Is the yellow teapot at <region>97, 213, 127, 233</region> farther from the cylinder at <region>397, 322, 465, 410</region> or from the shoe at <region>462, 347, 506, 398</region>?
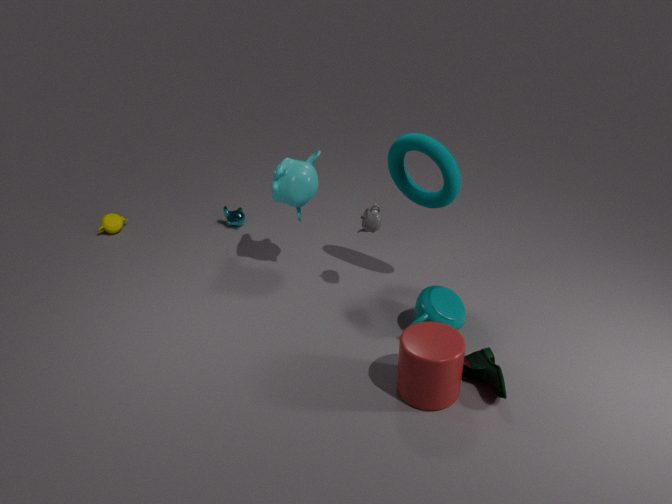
the shoe at <region>462, 347, 506, 398</region>
